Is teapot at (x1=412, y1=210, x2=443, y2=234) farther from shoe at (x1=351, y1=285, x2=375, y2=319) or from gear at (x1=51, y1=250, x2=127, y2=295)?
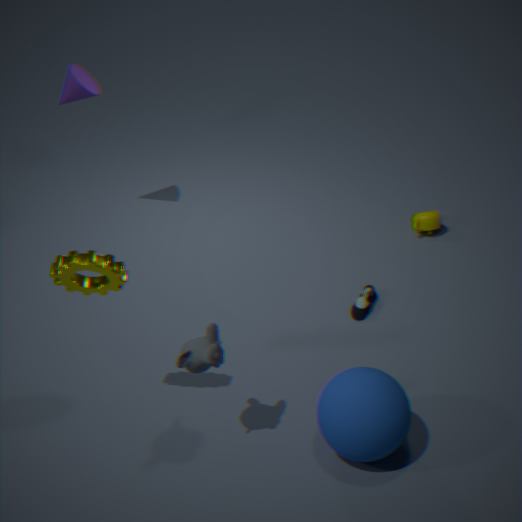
gear at (x1=51, y1=250, x2=127, y2=295)
